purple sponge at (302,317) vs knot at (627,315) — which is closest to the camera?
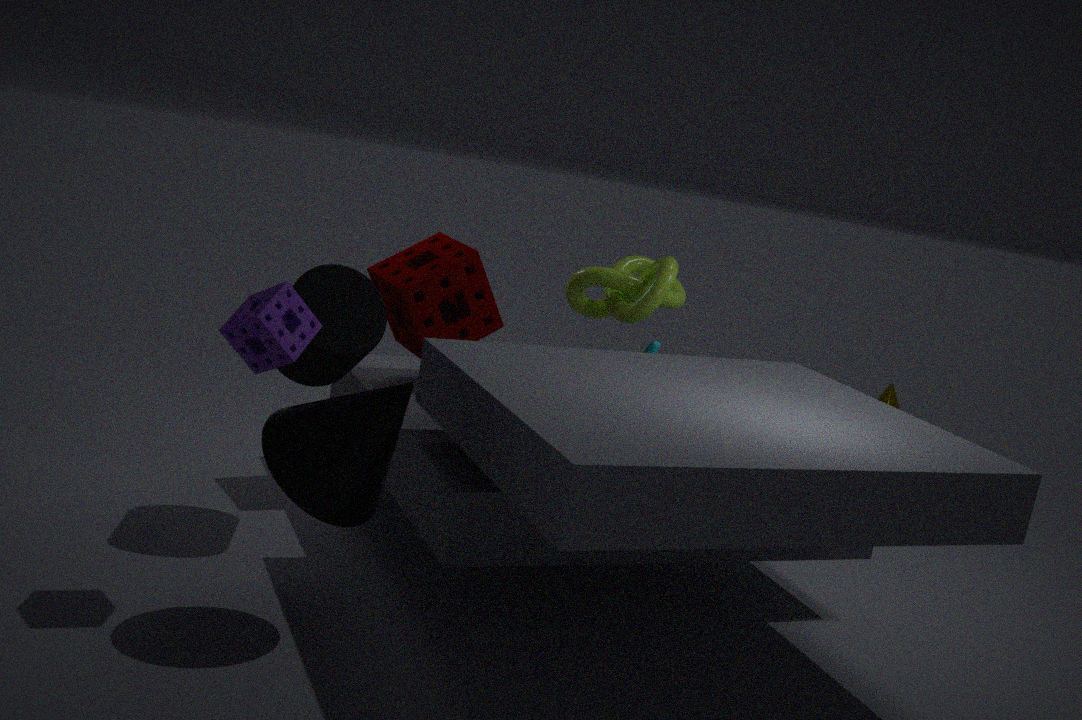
purple sponge at (302,317)
